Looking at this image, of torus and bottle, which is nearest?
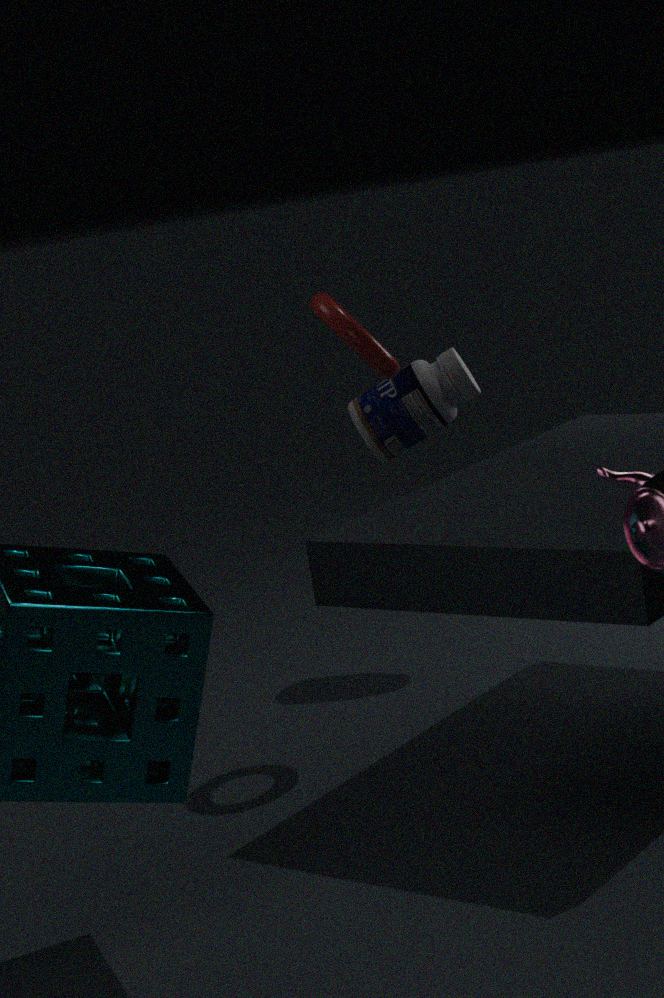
torus
